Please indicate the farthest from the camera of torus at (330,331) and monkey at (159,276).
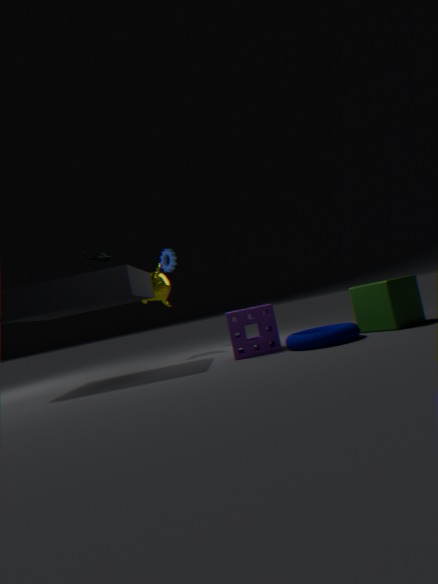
monkey at (159,276)
